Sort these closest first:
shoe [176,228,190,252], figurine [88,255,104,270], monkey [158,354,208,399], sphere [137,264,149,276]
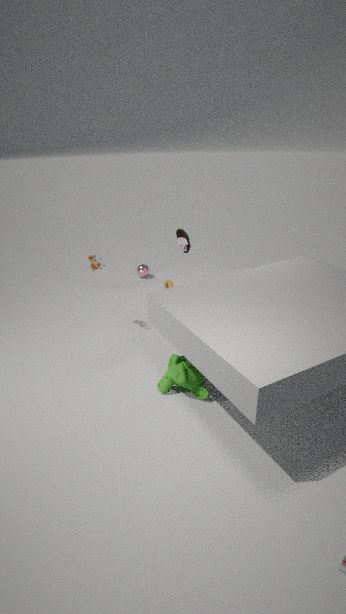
monkey [158,354,208,399]
figurine [88,255,104,270]
shoe [176,228,190,252]
sphere [137,264,149,276]
